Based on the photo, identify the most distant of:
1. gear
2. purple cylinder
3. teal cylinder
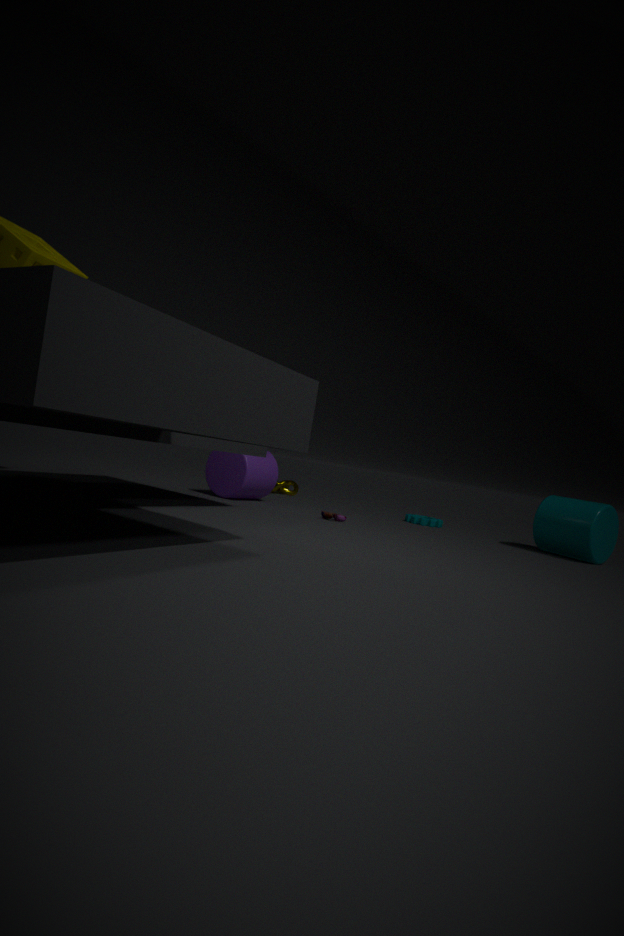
gear
